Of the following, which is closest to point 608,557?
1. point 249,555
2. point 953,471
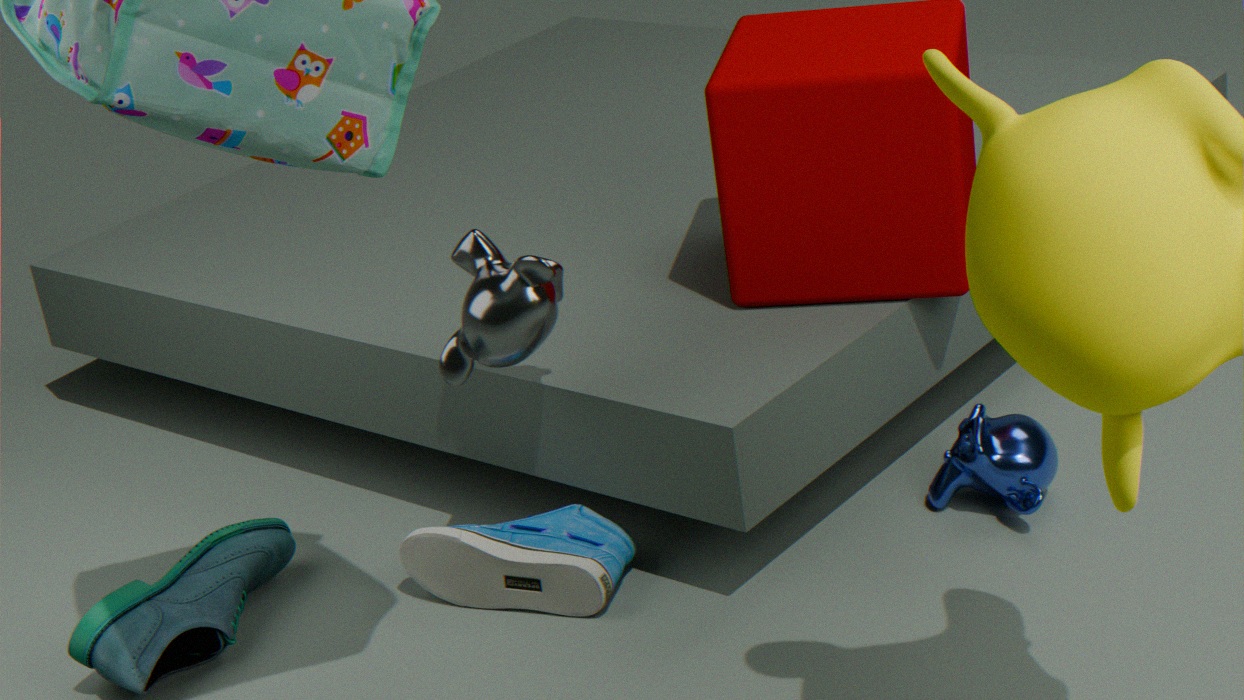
point 249,555
